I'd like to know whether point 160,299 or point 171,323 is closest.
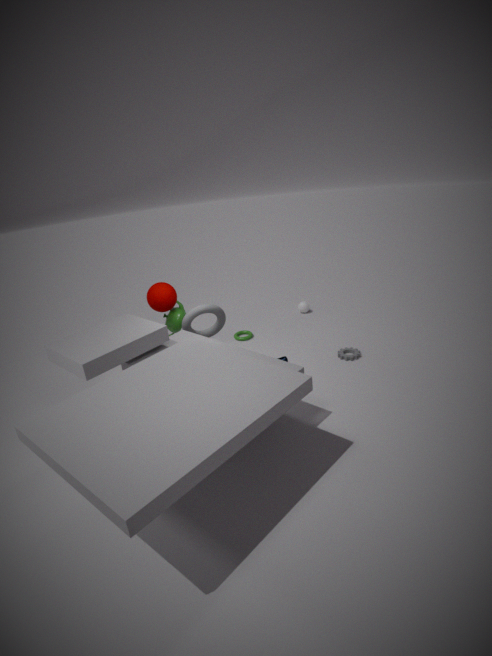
point 160,299
